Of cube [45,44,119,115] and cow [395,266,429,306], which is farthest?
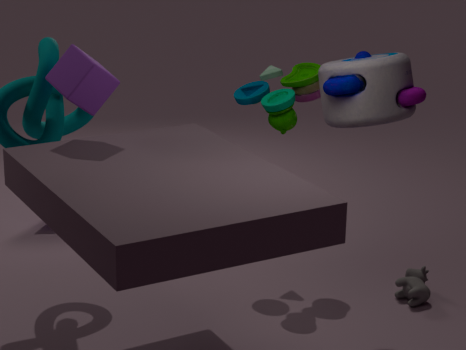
cow [395,266,429,306]
